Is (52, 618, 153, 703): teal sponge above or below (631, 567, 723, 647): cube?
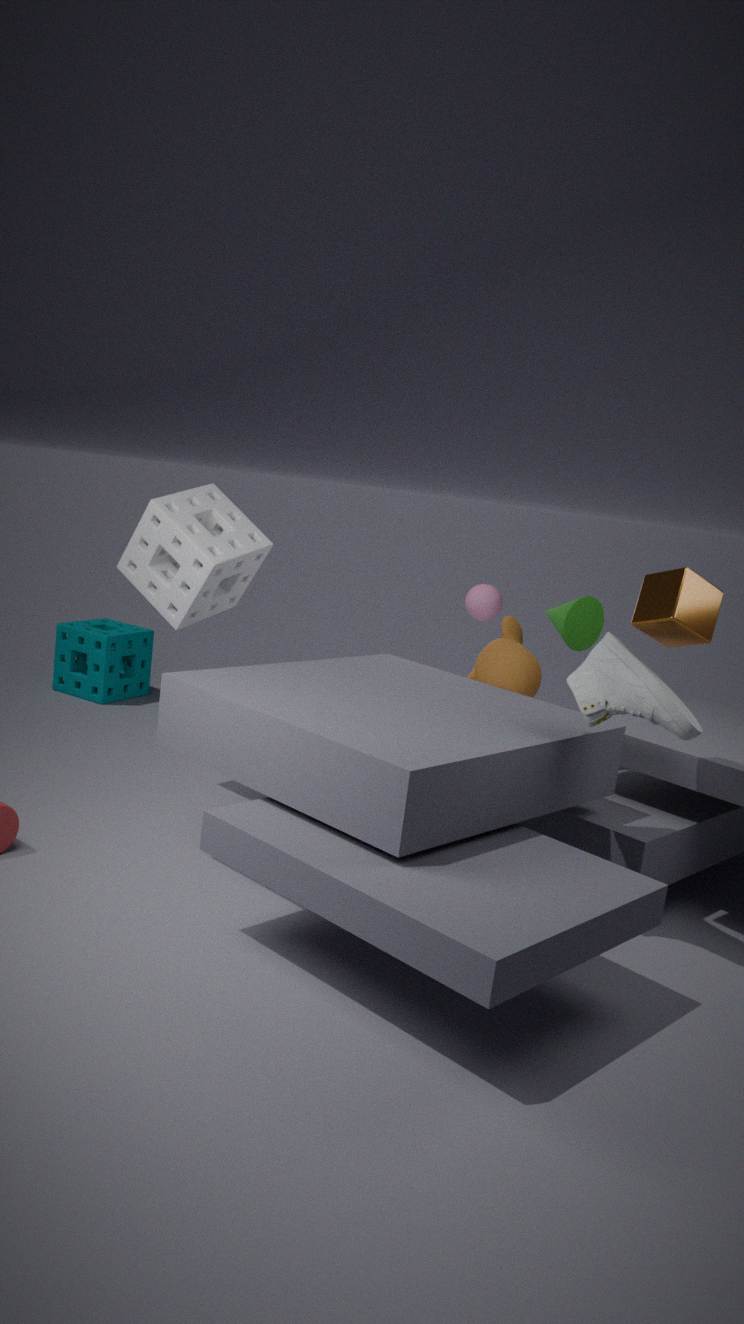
below
